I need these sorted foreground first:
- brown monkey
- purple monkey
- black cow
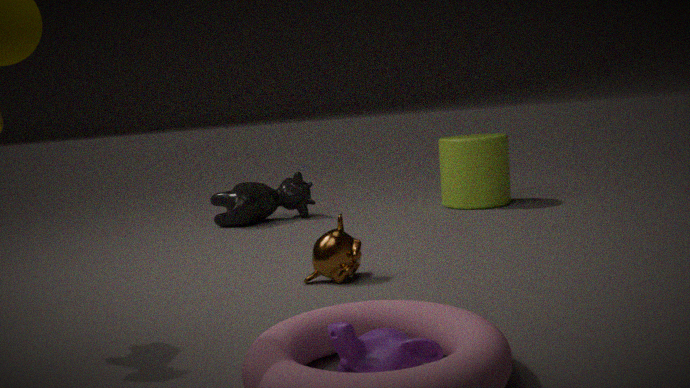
1. purple monkey
2. brown monkey
3. black cow
